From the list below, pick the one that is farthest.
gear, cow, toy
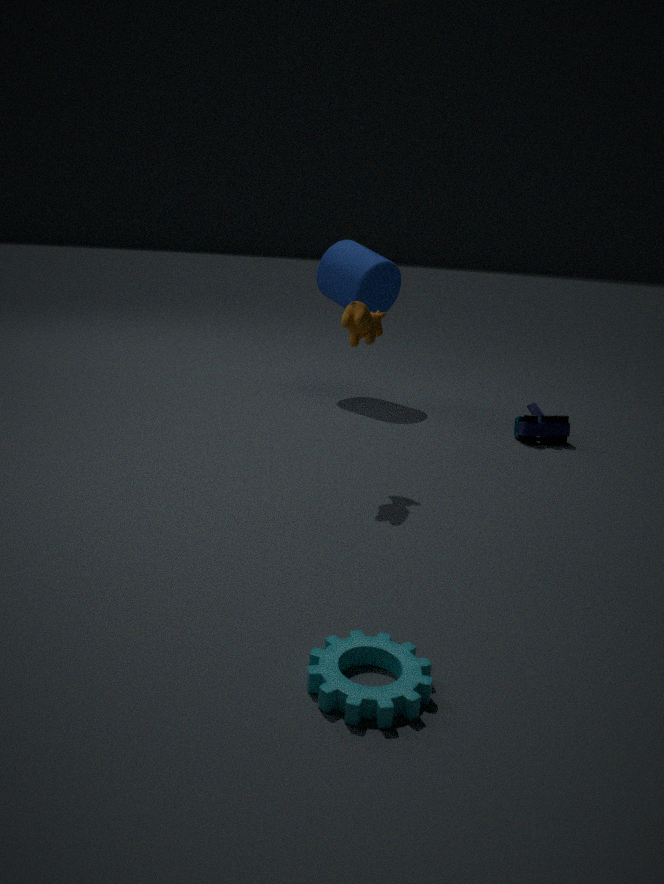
toy
